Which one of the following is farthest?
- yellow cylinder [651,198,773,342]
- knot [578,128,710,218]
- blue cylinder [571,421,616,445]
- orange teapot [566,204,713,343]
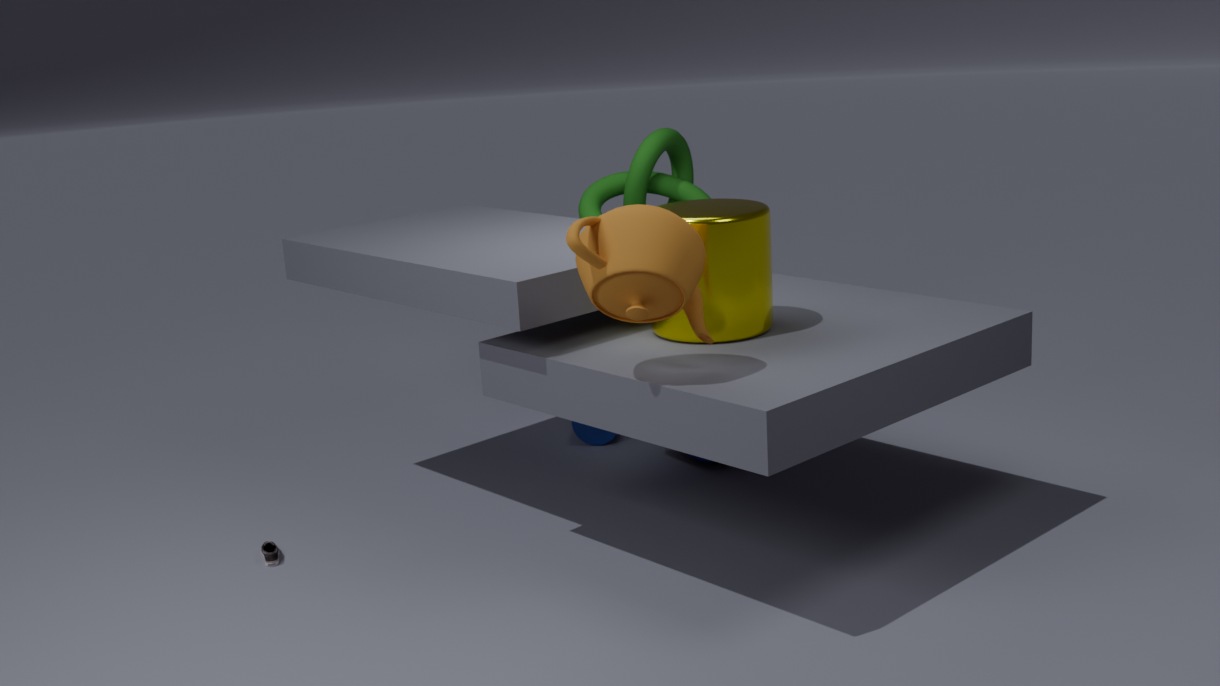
blue cylinder [571,421,616,445]
